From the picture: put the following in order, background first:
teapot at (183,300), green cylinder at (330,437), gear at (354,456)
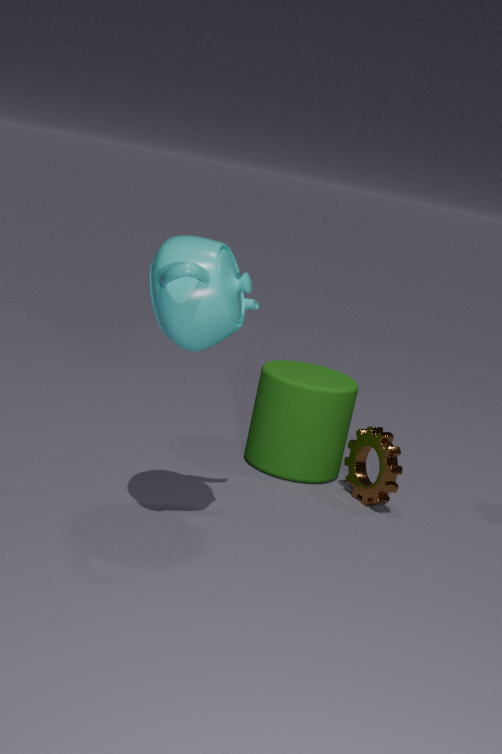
green cylinder at (330,437)
gear at (354,456)
teapot at (183,300)
